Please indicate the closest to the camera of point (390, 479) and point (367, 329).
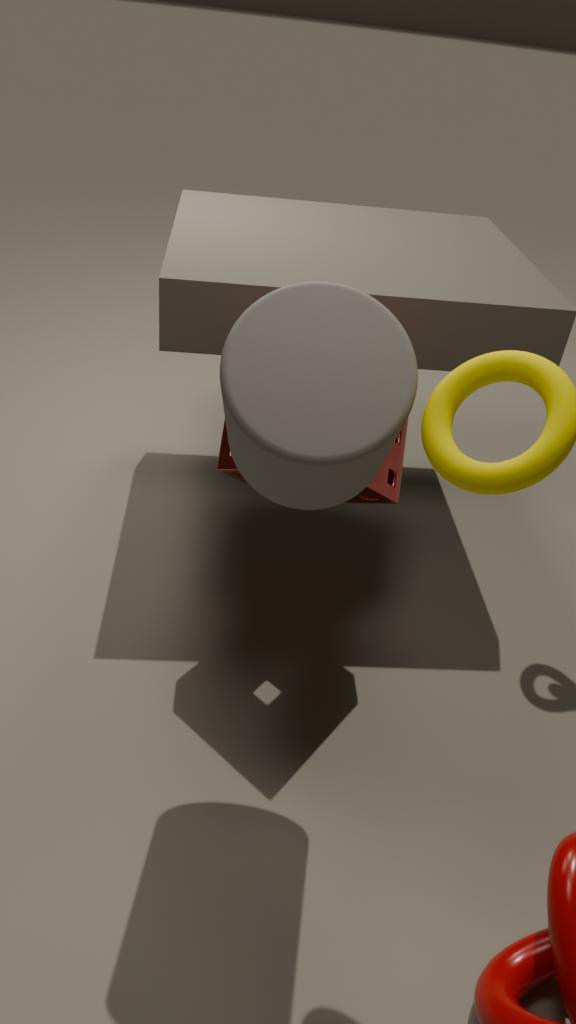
point (367, 329)
